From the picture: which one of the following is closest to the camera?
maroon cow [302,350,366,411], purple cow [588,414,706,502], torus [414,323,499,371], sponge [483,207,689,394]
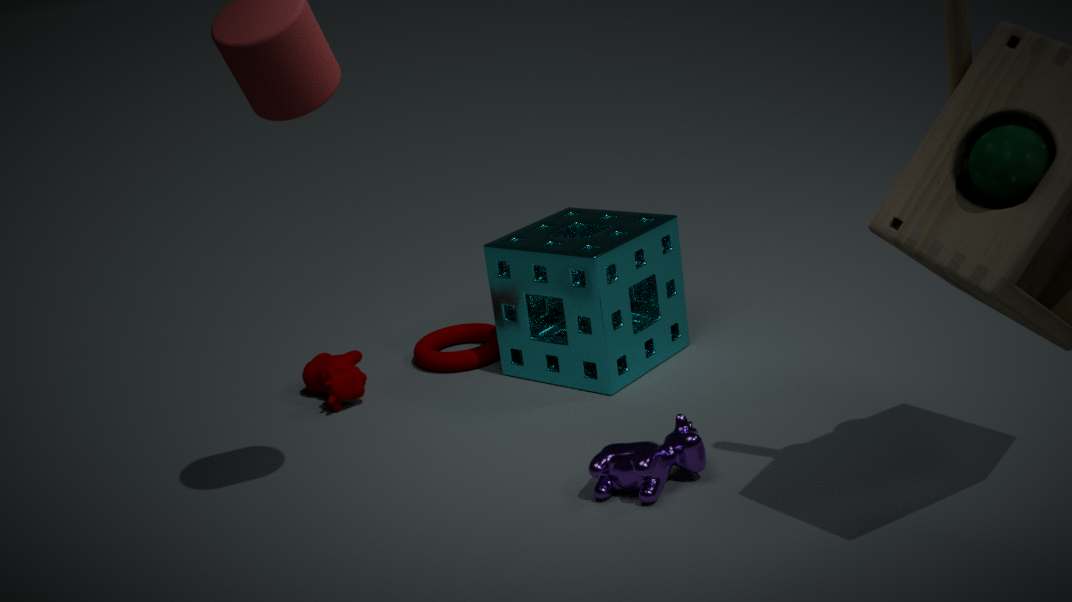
purple cow [588,414,706,502]
